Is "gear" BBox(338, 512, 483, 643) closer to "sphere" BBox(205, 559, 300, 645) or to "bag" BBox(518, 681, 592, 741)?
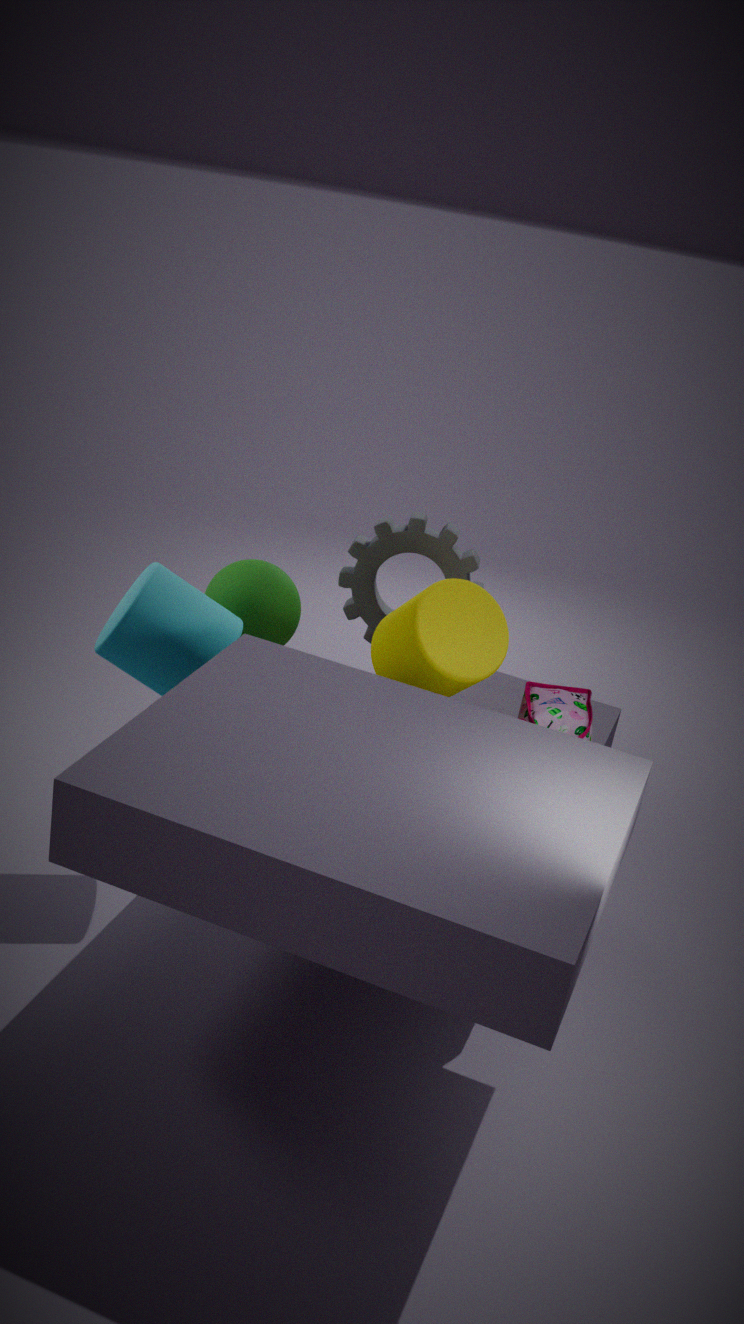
"sphere" BBox(205, 559, 300, 645)
